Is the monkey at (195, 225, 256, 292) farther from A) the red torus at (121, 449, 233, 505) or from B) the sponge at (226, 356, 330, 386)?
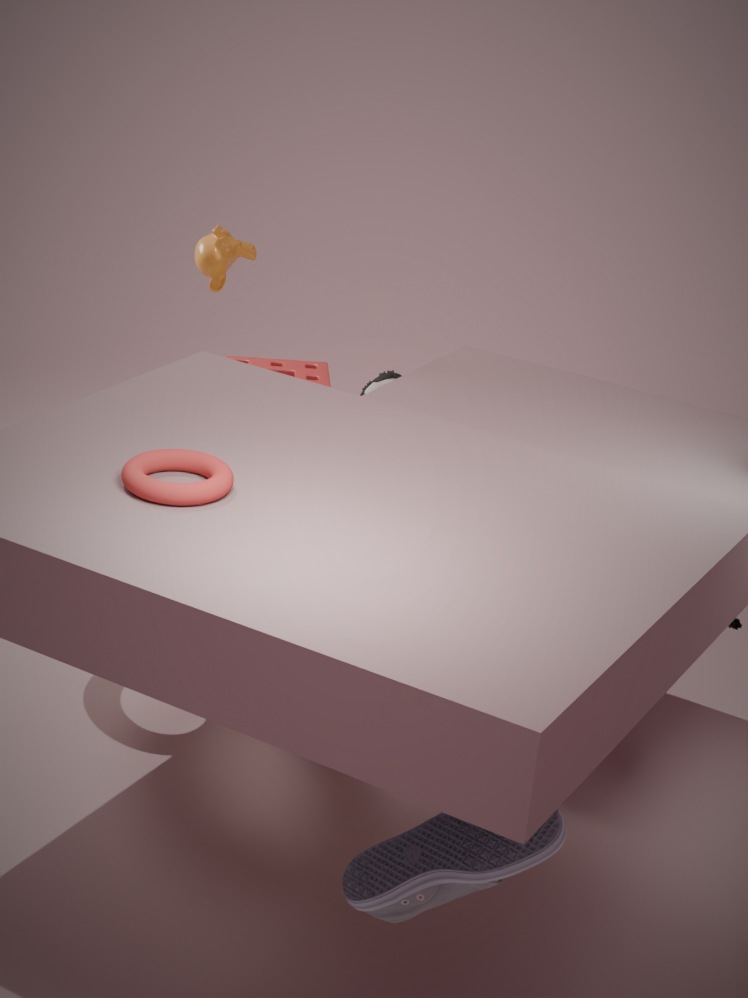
A) the red torus at (121, 449, 233, 505)
